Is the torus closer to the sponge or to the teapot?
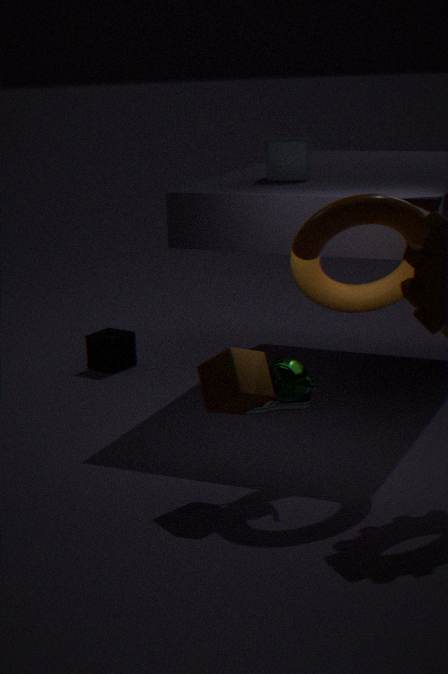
the teapot
